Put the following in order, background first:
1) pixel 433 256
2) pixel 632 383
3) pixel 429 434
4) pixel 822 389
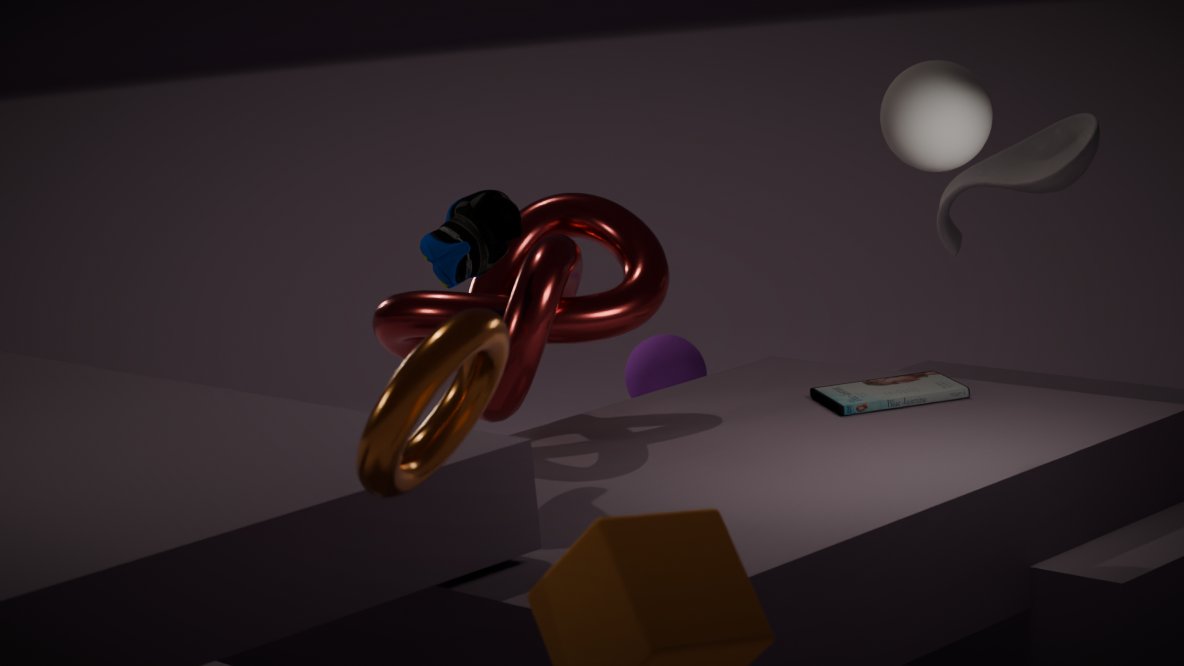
1. 2. pixel 632 383
2. 4. pixel 822 389
3. 1. pixel 433 256
4. 3. pixel 429 434
